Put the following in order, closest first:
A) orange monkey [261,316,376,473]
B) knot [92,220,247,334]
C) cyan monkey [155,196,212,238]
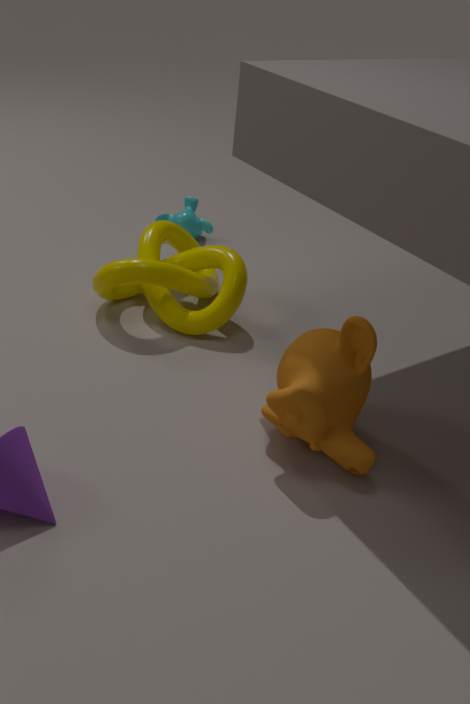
orange monkey [261,316,376,473]
knot [92,220,247,334]
cyan monkey [155,196,212,238]
